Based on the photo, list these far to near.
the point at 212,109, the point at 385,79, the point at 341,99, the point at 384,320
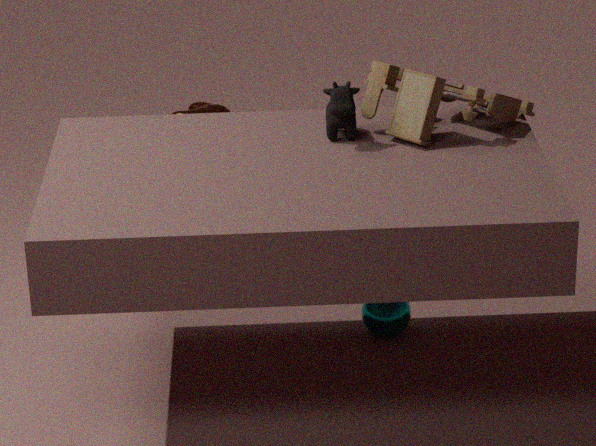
the point at 212,109
the point at 384,320
the point at 385,79
the point at 341,99
